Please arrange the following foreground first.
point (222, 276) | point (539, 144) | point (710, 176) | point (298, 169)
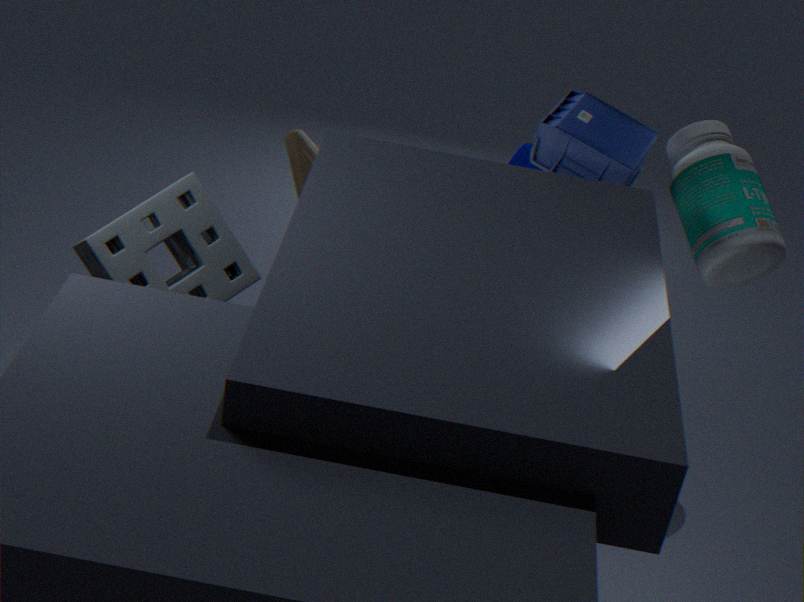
point (222, 276), point (710, 176), point (539, 144), point (298, 169)
